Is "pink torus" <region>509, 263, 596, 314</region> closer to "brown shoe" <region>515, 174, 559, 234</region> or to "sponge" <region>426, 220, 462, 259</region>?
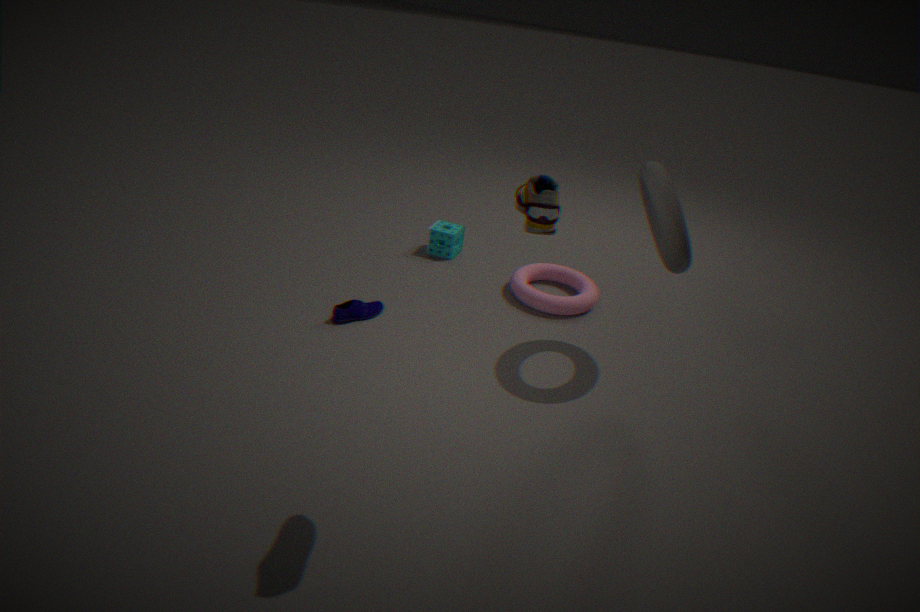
"sponge" <region>426, 220, 462, 259</region>
